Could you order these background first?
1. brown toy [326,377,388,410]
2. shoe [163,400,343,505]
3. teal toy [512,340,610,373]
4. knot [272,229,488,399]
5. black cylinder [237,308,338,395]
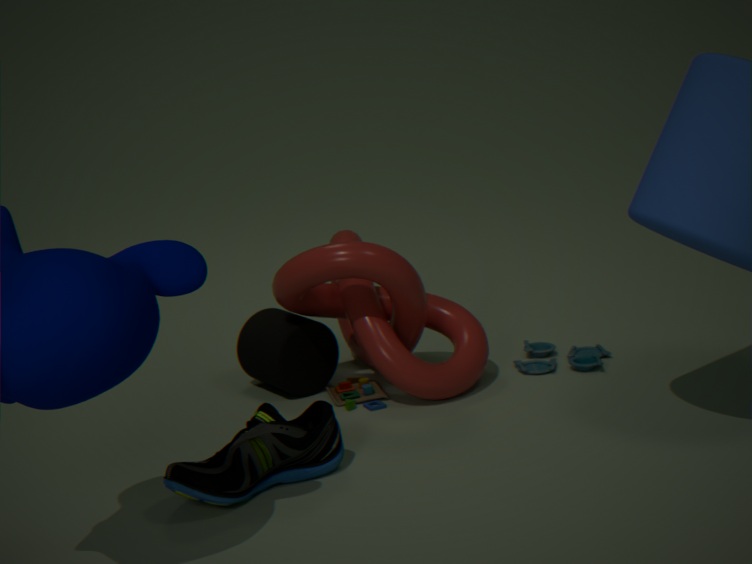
teal toy [512,340,610,373], black cylinder [237,308,338,395], brown toy [326,377,388,410], knot [272,229,488,399], shoe [163,400,343,505]
